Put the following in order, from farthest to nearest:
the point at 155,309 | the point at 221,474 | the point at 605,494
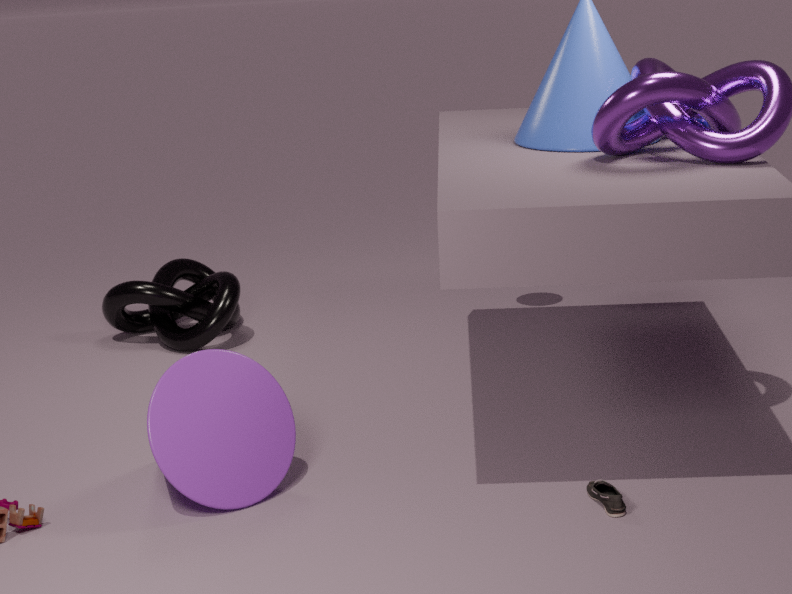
1. the point at 155,309
2. the point at 221,474
3. the point at 605,494
